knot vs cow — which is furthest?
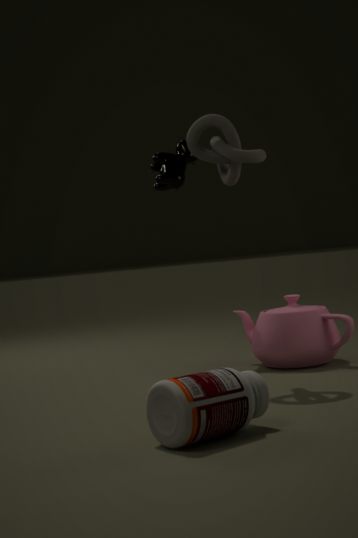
cow
